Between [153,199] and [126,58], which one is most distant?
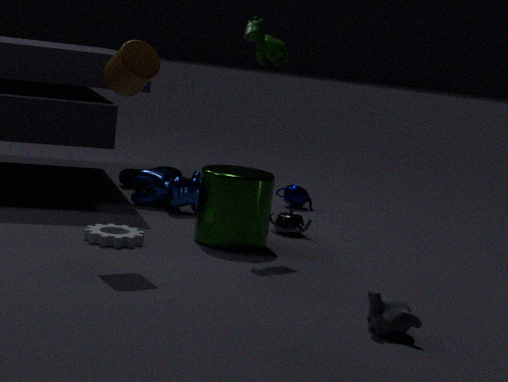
[153,199]
